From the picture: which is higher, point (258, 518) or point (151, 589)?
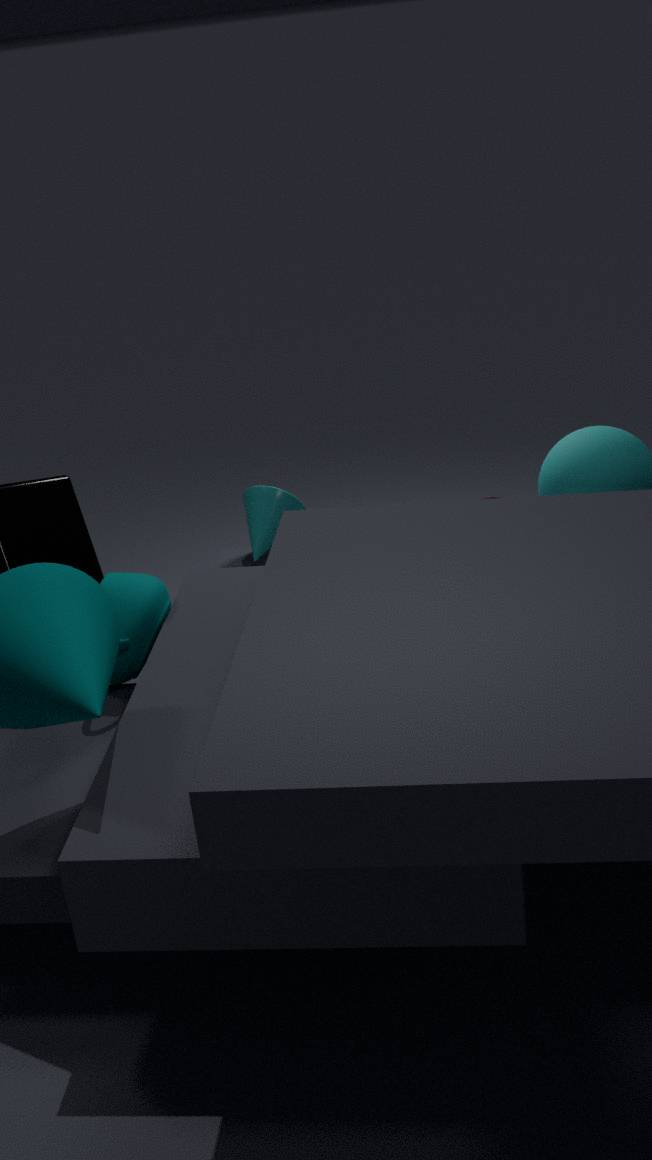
point (258, 518)
